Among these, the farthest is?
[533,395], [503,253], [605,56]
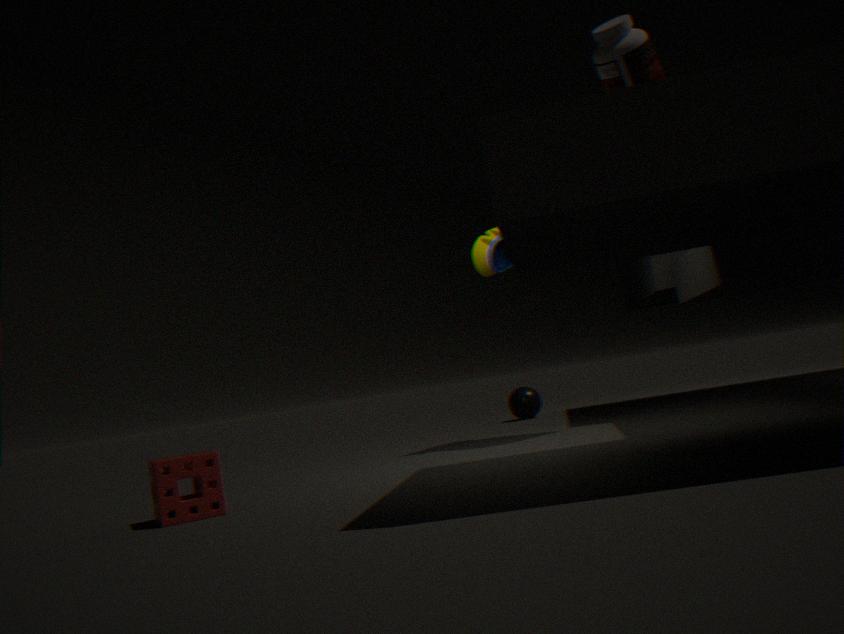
[533,395]
